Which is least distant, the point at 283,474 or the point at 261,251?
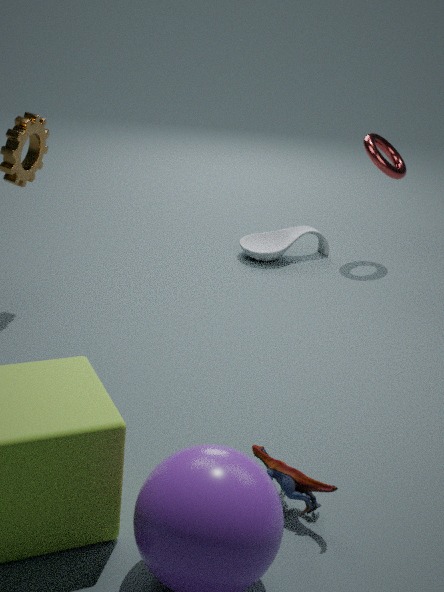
the point at 283,474
